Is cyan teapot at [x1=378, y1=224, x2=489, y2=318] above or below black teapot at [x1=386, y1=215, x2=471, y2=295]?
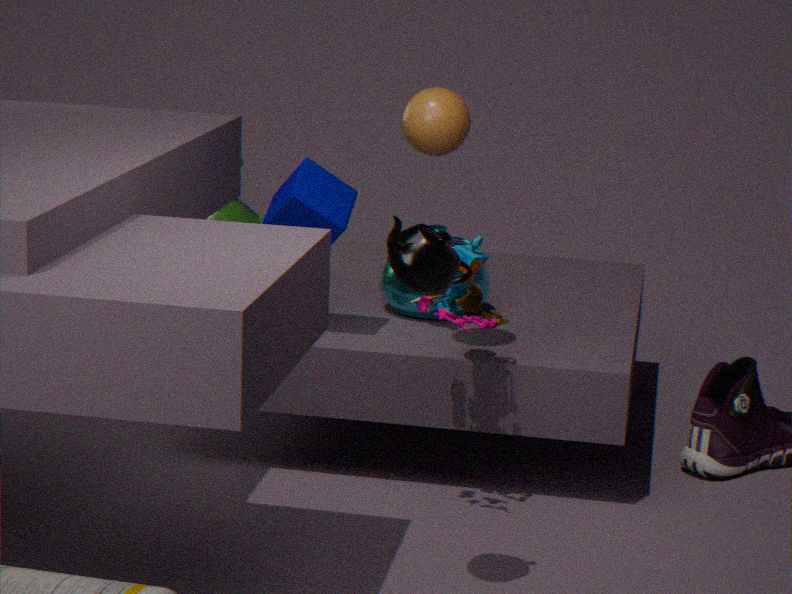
below
